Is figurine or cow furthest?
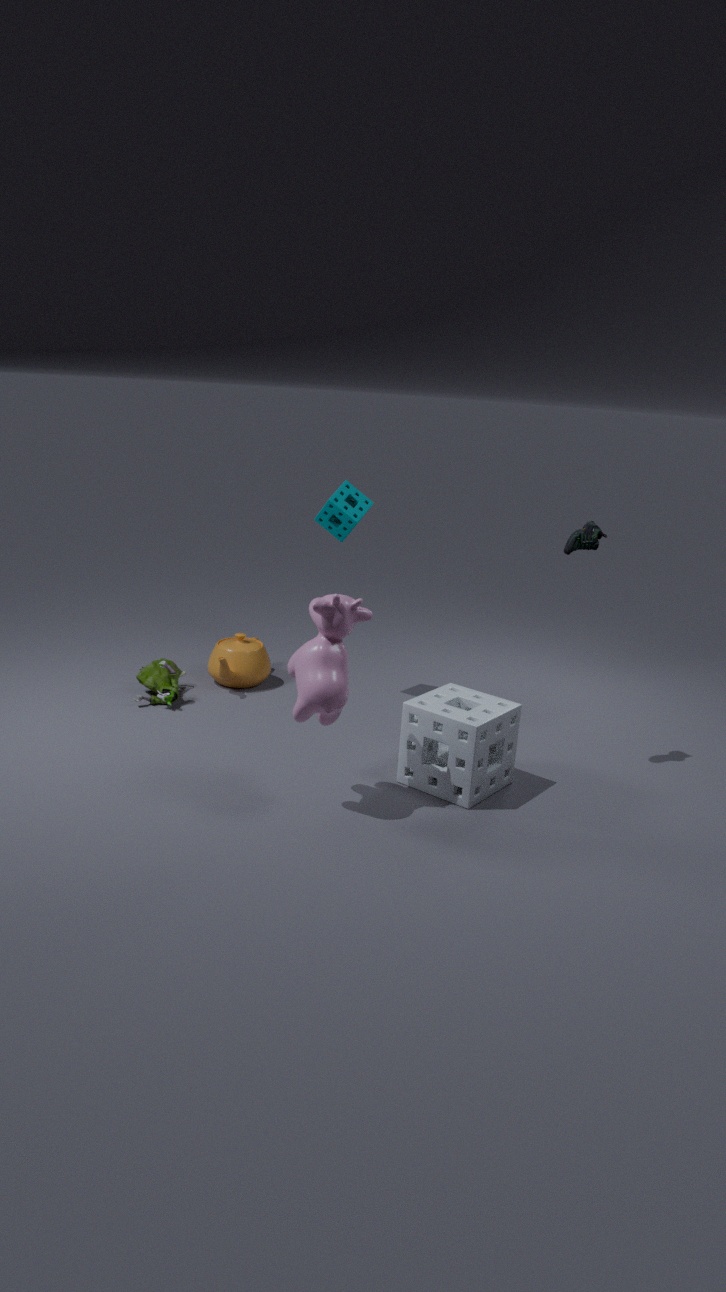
figurine
